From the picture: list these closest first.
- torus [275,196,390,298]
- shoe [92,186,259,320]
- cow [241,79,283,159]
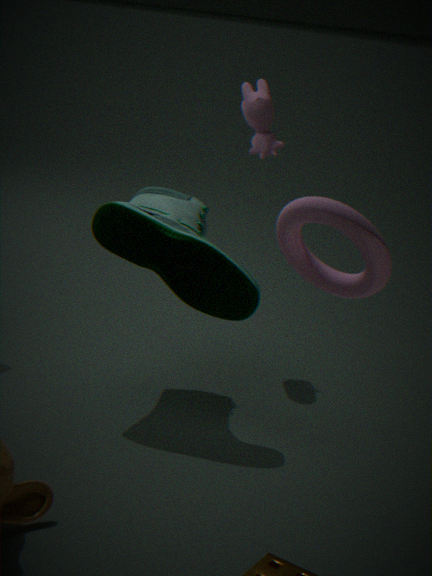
torus [275,196,390,298] → shoe [92,186,259,320] → cow [241,79,283,159]
